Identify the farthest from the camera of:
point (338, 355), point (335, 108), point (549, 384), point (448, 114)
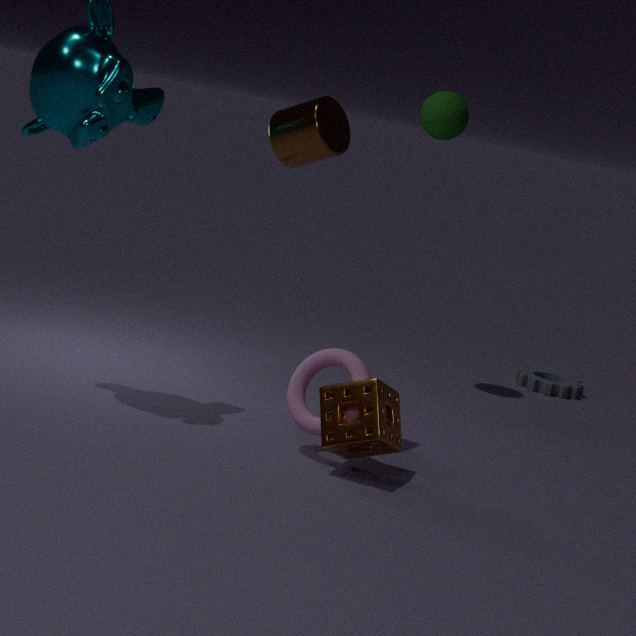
point (549, 384)
